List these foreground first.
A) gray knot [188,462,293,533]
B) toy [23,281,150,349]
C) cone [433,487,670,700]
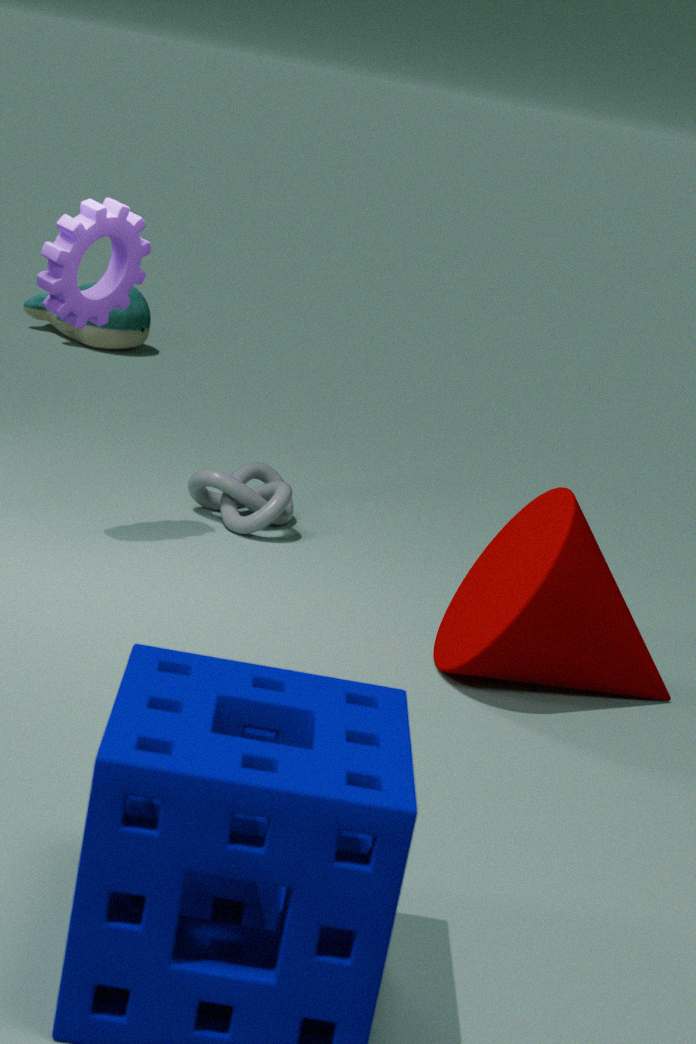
C. cone [433,487,670,700]
A. gray knot [188,462,293,533]
B. toy [23,281,150,349]
